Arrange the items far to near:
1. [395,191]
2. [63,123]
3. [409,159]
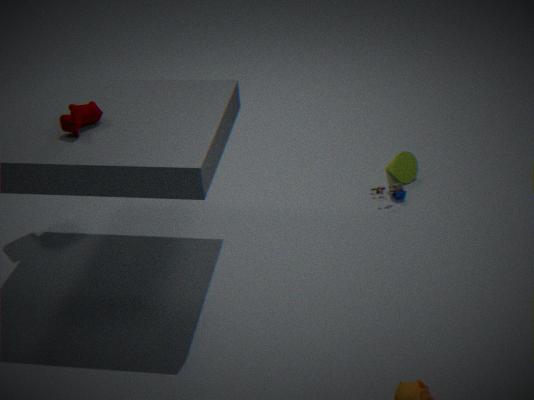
1. [409,159]
2. [395,191]
3. [63,123]
